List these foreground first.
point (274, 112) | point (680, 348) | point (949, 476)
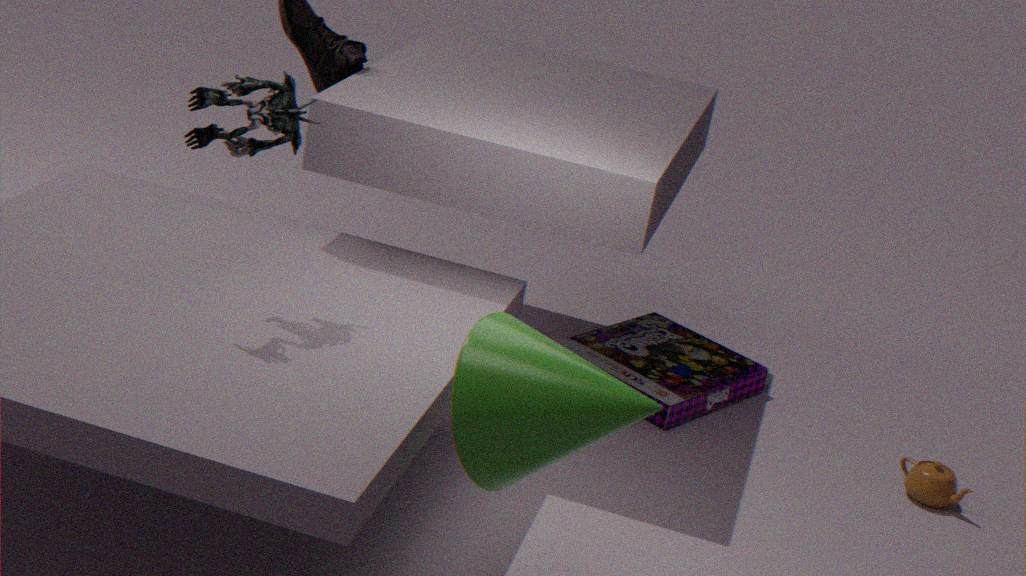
point (274, 112) → point (949, 476) → point (680, 348)
